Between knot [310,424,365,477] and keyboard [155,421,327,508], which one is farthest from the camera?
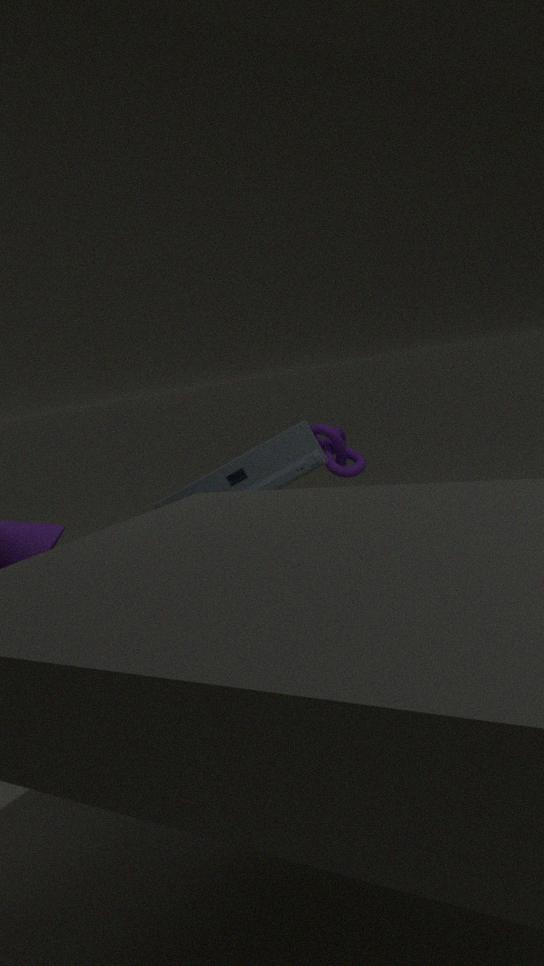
knot [310,424,365,477]
